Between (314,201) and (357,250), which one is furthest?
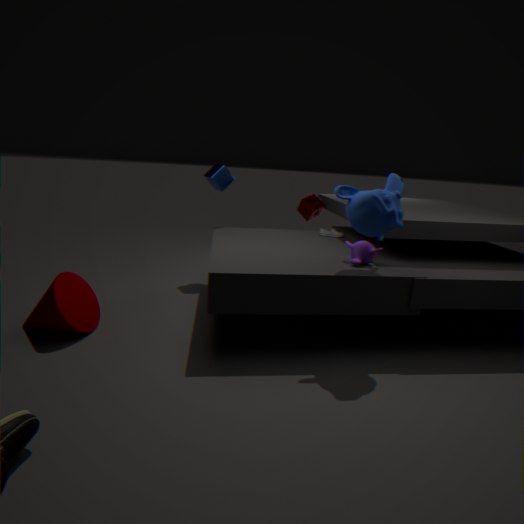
(314,201)
